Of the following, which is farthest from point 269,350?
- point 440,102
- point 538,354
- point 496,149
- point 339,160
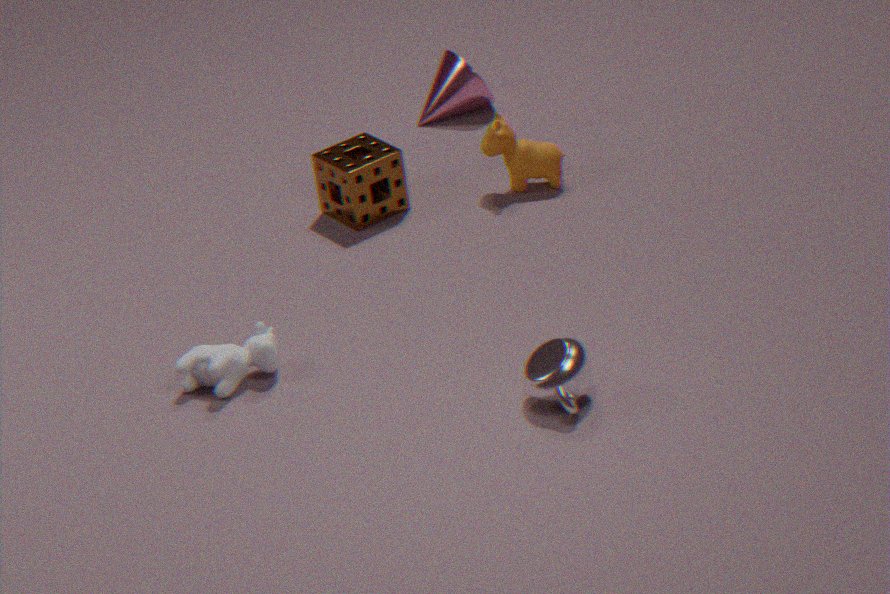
point 440,102
